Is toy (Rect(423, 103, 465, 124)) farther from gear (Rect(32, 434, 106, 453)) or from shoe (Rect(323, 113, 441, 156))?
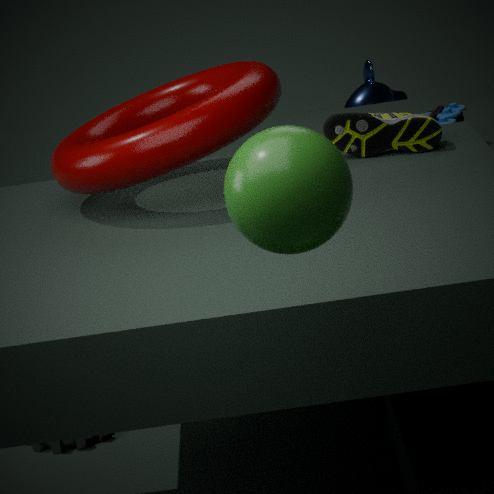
gear (Rect(32, 434, 106, 453))
